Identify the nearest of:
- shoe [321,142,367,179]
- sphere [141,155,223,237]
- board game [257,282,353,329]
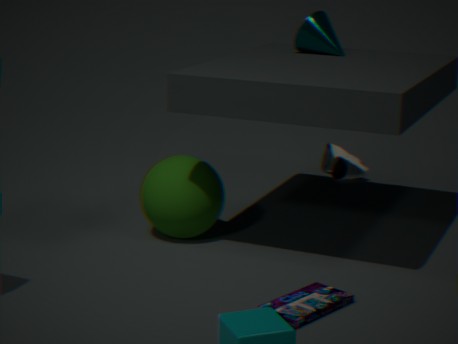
board game [257,282,353,329]
